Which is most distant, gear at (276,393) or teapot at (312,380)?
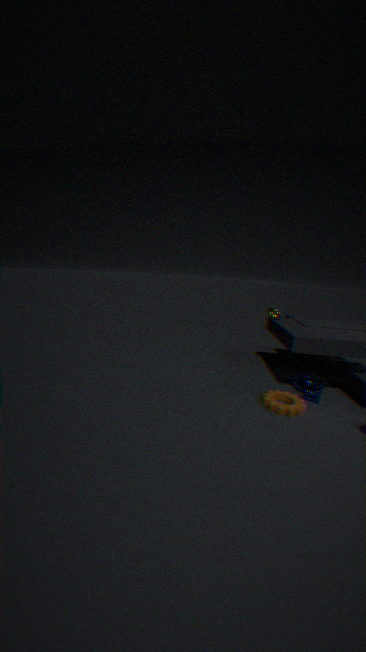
teapot at (312,380)
